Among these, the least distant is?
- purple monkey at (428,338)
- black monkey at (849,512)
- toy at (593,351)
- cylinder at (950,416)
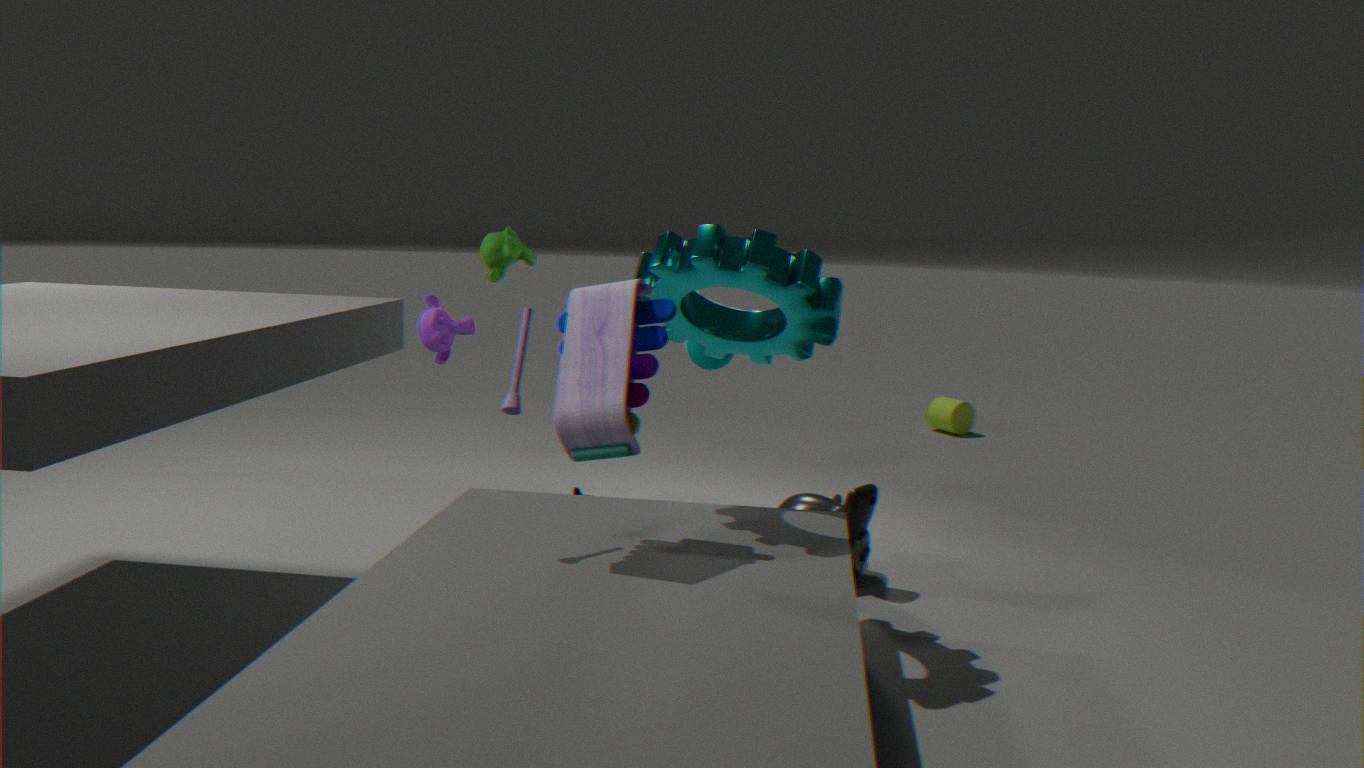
toy at (593,351)
